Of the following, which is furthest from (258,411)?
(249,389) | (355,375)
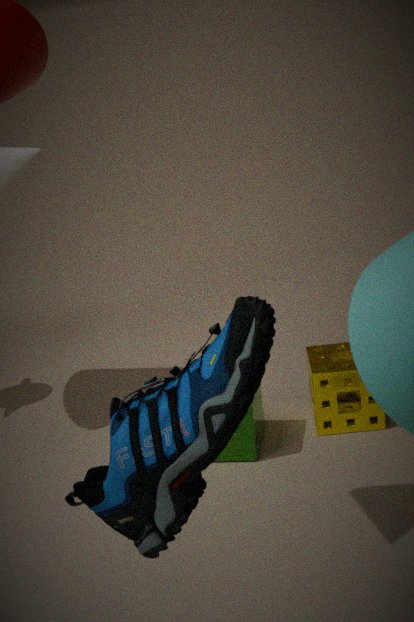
(249,389)
